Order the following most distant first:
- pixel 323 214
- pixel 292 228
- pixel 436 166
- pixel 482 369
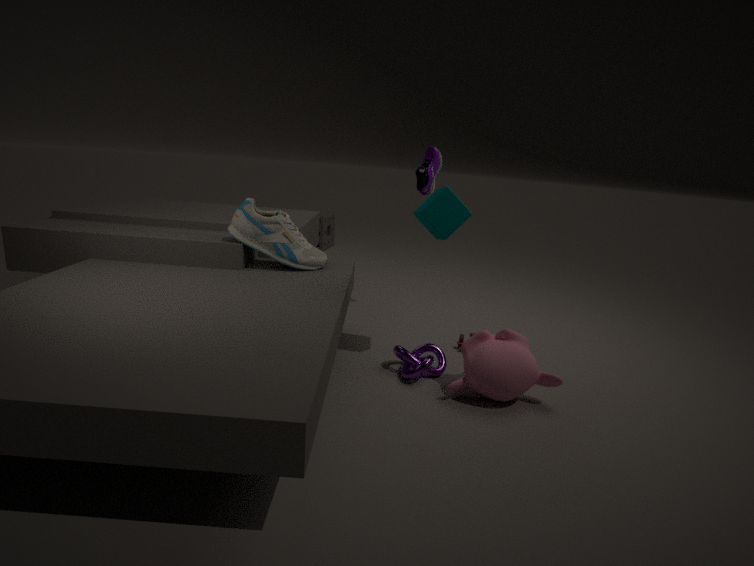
pixel 323 214, pixel 436 166, pixel 292 228, pixel 482 369
